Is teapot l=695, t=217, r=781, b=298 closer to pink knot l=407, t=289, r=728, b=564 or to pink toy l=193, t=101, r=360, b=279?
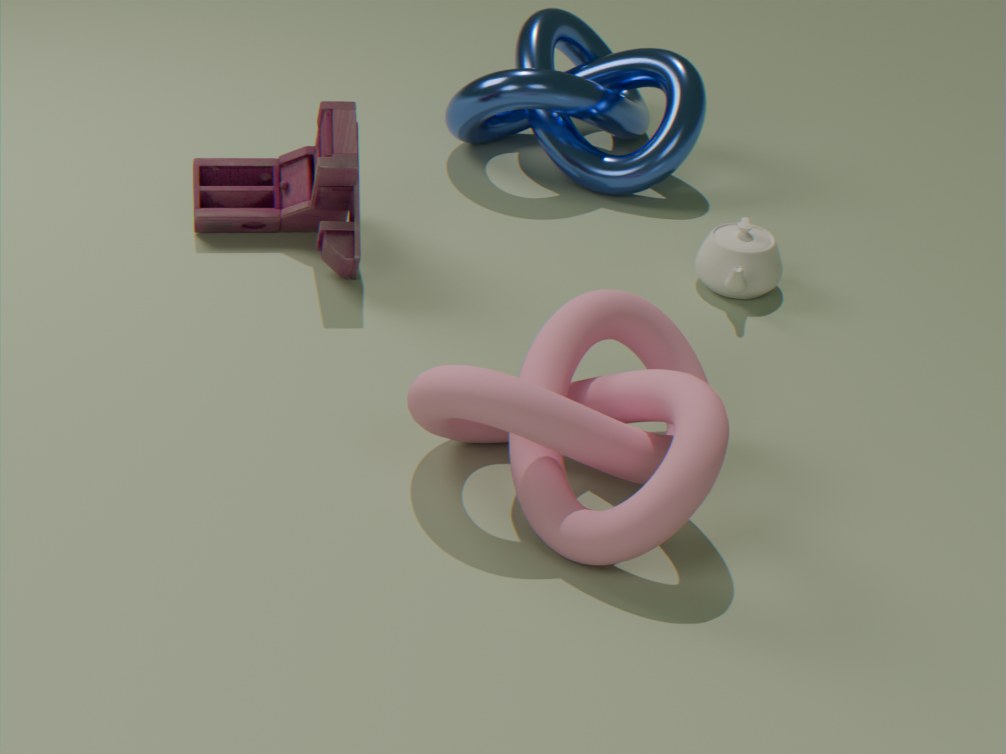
pink knot l=407, t=289, r=728, b=564
